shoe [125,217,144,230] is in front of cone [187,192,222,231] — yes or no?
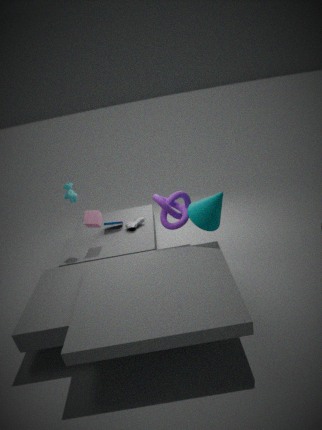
No
